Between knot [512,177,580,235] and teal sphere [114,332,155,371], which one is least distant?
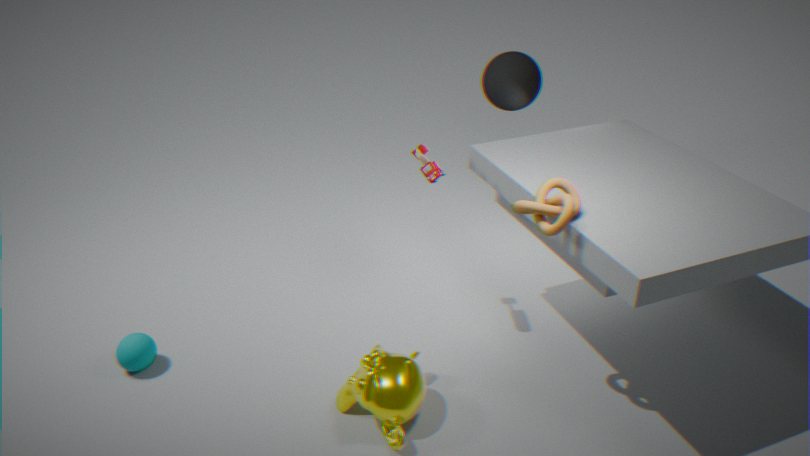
knot [512,177,580,235]
